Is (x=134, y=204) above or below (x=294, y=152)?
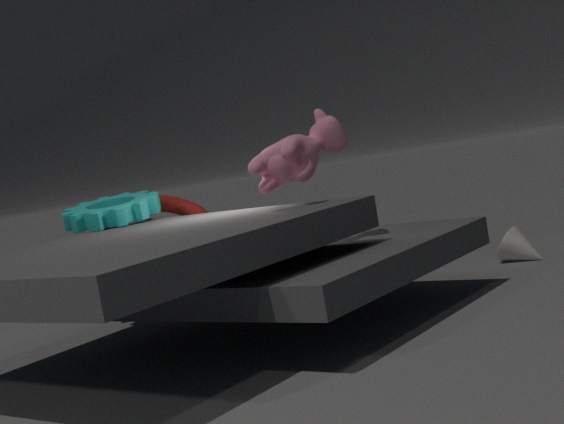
below
